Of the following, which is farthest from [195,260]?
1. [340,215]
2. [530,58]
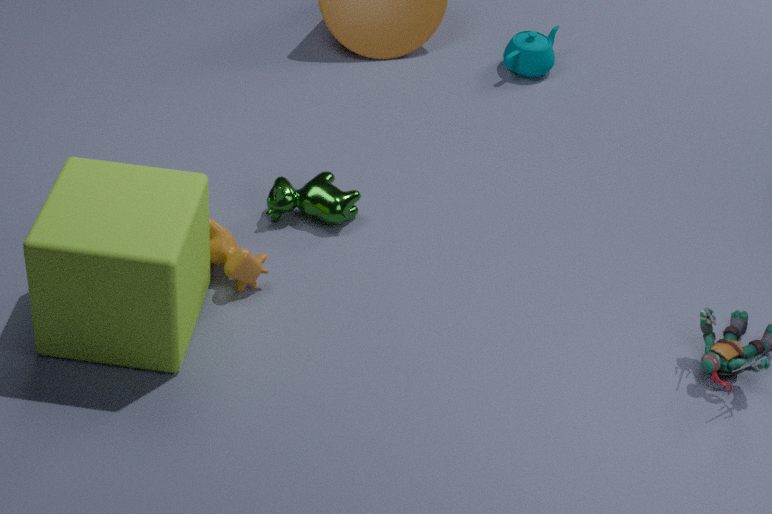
[530,58]
